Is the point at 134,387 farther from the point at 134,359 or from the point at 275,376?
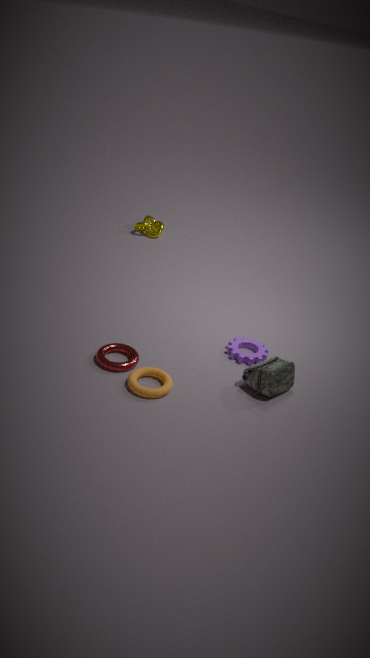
the point at 275,376
